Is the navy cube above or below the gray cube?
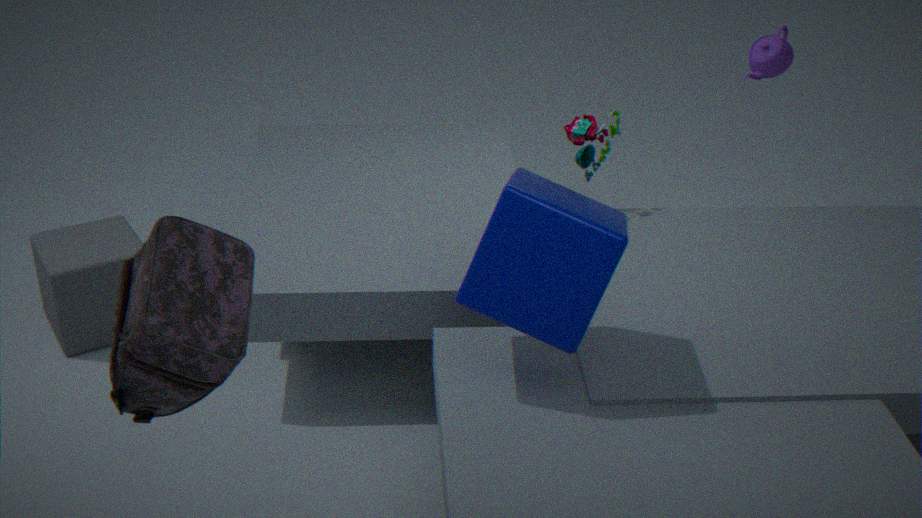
above
